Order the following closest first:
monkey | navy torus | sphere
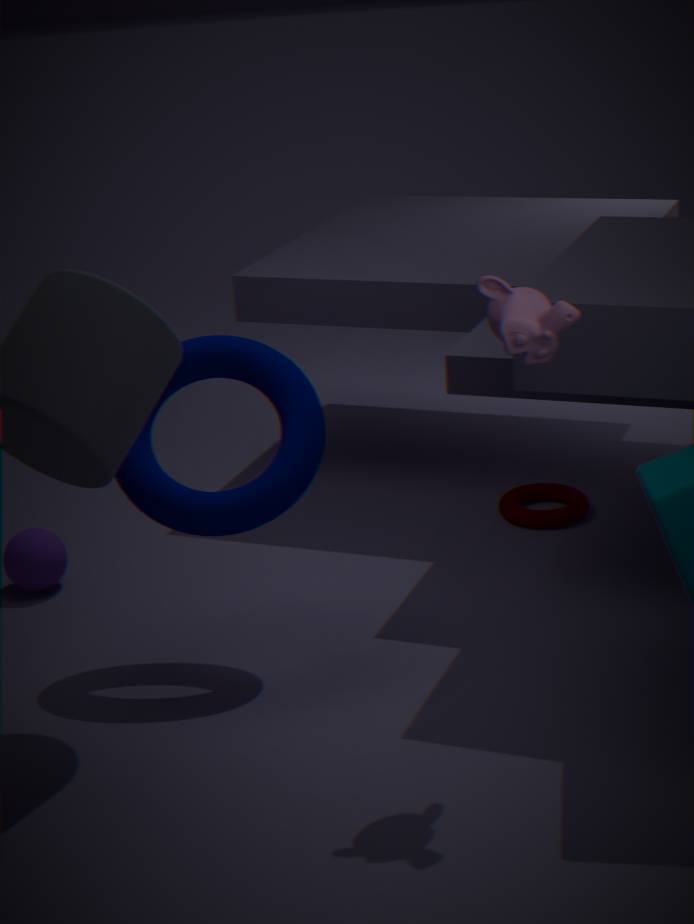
monkey < navy torus < sphere
